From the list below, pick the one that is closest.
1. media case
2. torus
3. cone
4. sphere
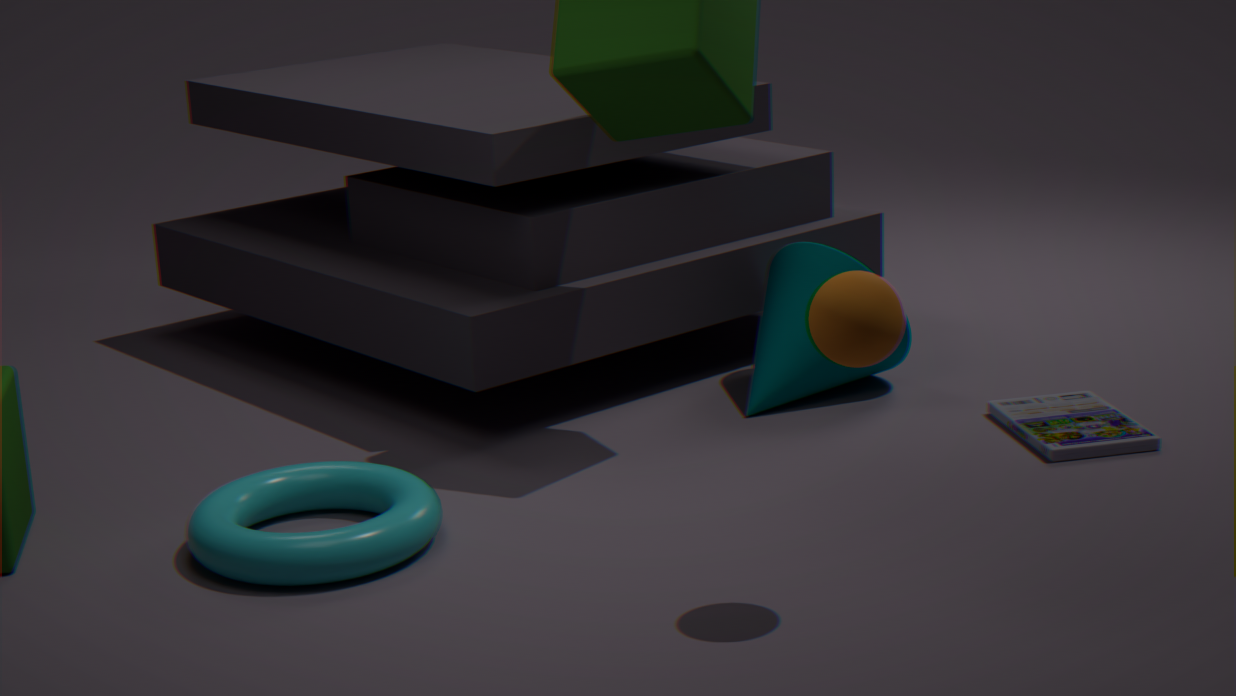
sphere
